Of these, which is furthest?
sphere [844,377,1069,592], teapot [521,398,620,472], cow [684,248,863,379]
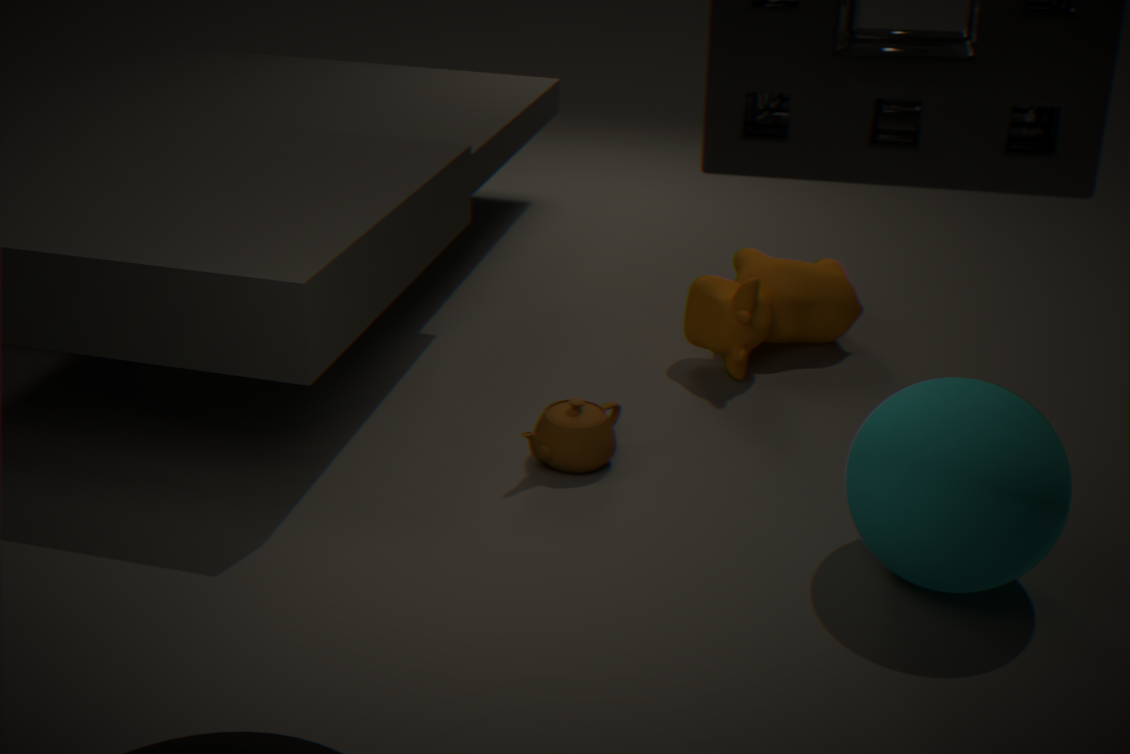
cow [684,248,863,379]
